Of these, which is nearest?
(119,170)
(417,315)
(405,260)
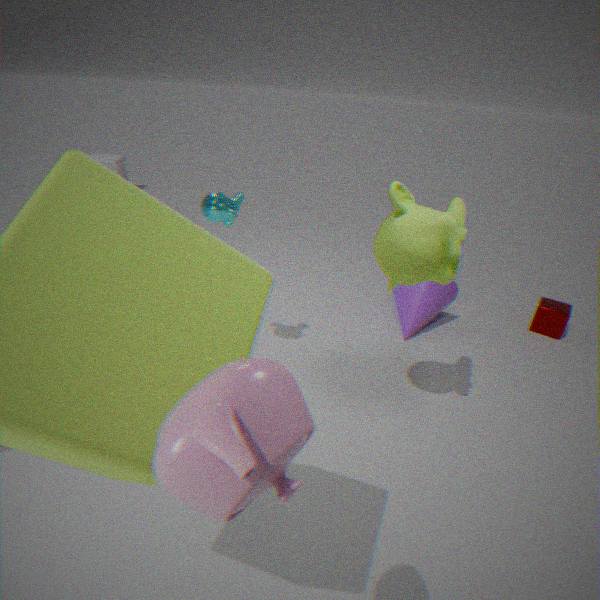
(405,260)
